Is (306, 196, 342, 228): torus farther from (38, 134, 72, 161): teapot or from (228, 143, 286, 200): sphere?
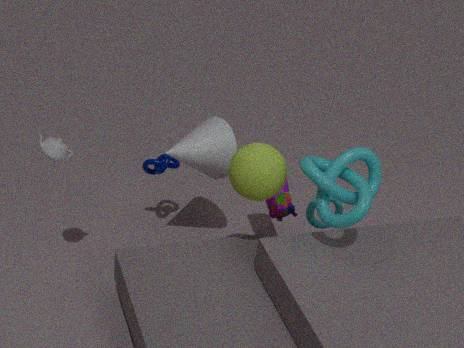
(38, 134, 72, 161): teapot
